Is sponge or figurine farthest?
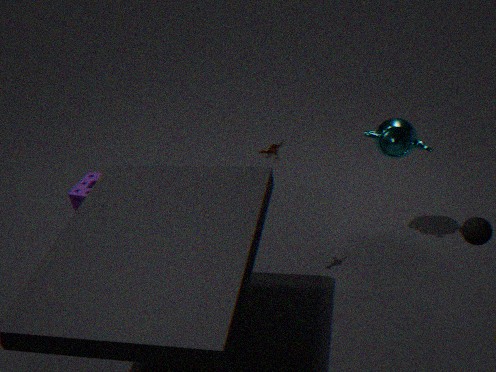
sponge
